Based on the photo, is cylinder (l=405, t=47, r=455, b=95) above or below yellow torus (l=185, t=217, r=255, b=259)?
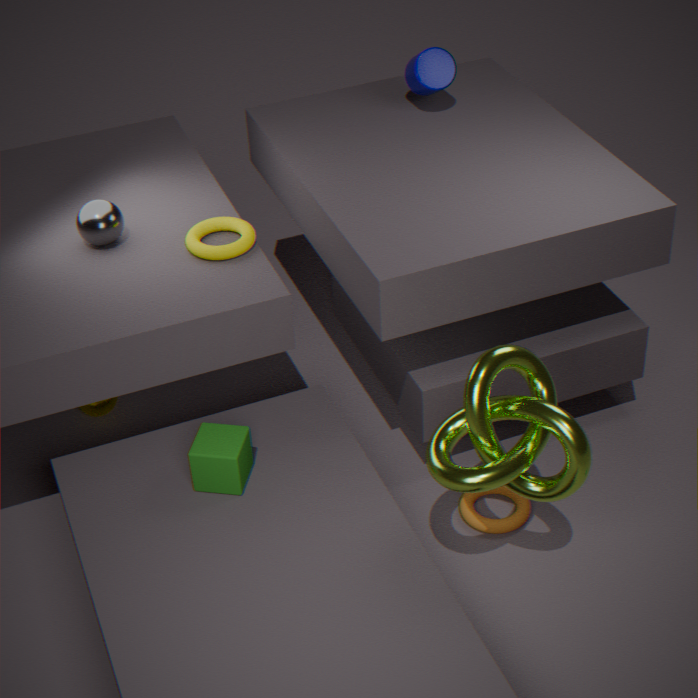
A: above
